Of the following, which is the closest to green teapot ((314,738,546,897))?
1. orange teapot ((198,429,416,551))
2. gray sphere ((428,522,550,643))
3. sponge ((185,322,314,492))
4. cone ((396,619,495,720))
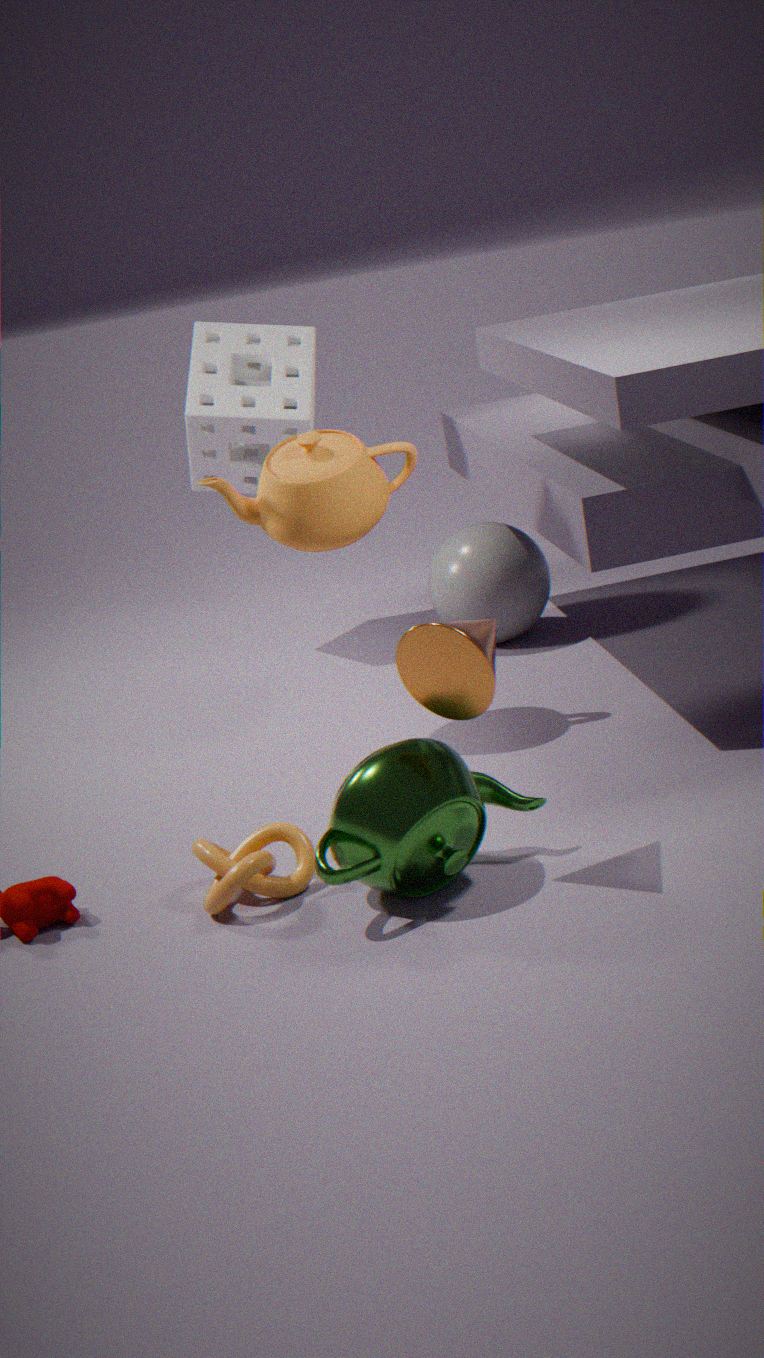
cone ((396,619,495,720))
